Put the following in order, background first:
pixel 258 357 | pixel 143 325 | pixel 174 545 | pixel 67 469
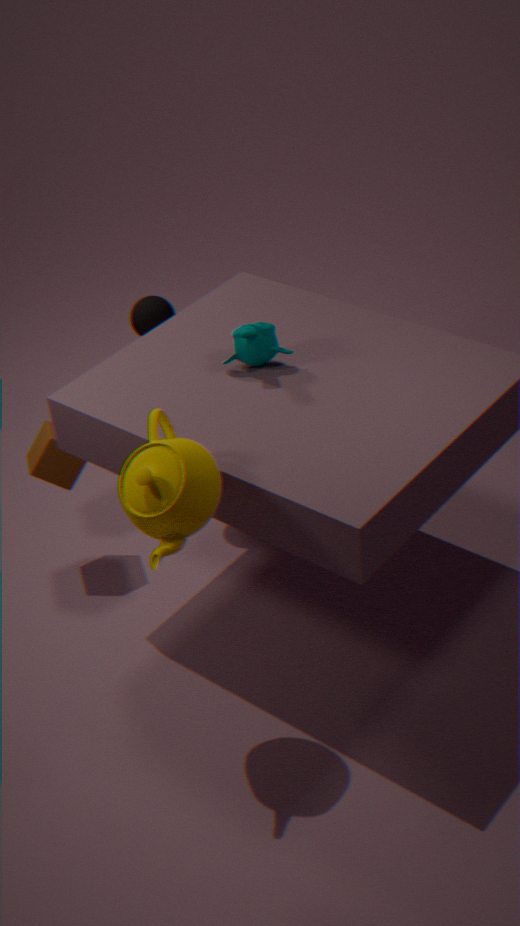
pixel 143 325 < pixel 67 469 < pixel 258 357 < pixel 174 545
